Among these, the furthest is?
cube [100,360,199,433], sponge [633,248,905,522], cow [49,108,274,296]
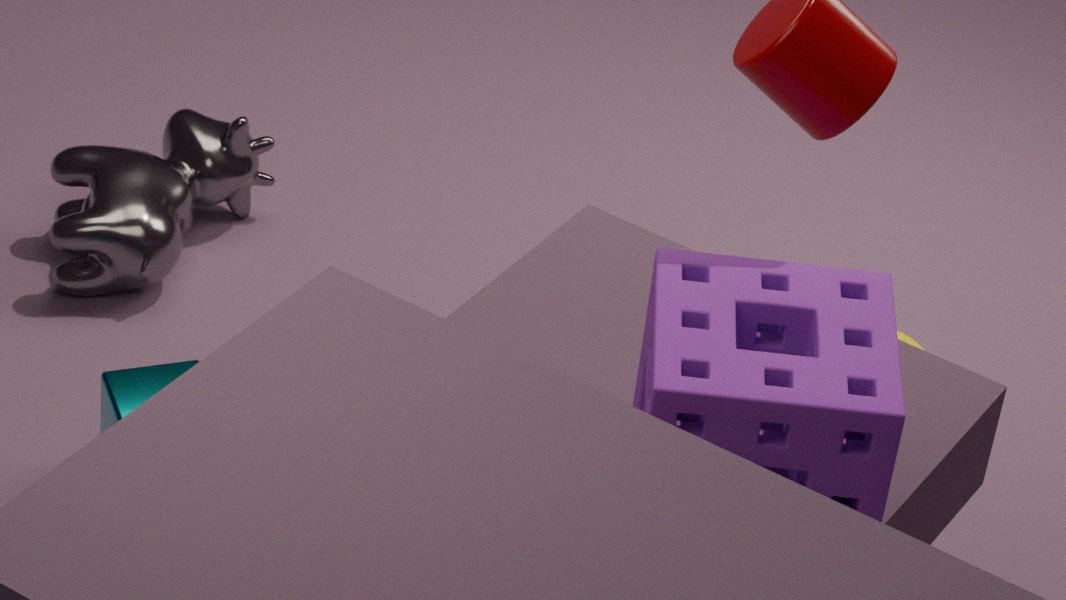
cow [49,108,274,296]
